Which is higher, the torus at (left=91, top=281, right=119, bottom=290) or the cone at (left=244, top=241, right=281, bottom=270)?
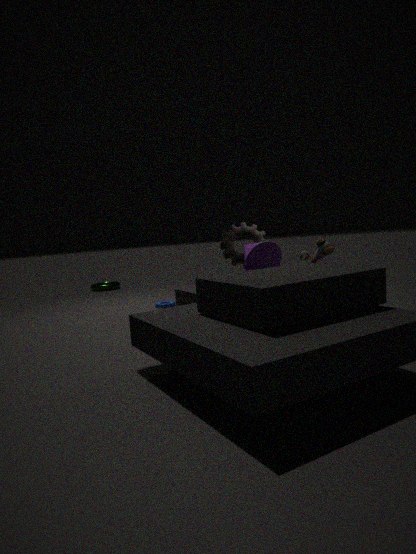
the cone at (left=244, top=241, right=281, bottom=270)
